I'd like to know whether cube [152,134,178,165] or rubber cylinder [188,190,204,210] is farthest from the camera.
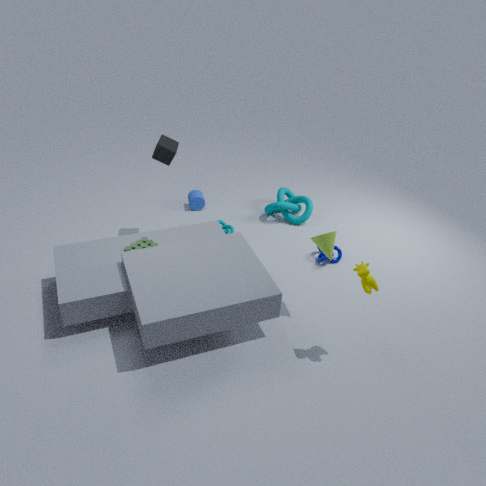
rubber cylinder [188,190,204,210]
